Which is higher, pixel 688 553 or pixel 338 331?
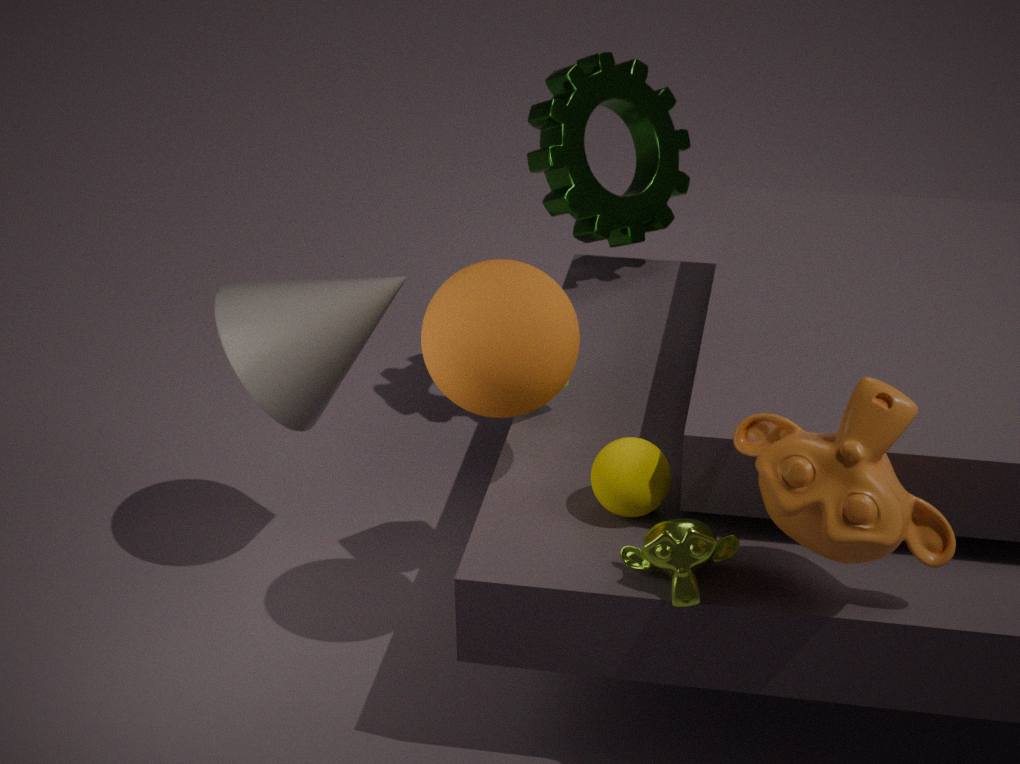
→ pixel 338 331
